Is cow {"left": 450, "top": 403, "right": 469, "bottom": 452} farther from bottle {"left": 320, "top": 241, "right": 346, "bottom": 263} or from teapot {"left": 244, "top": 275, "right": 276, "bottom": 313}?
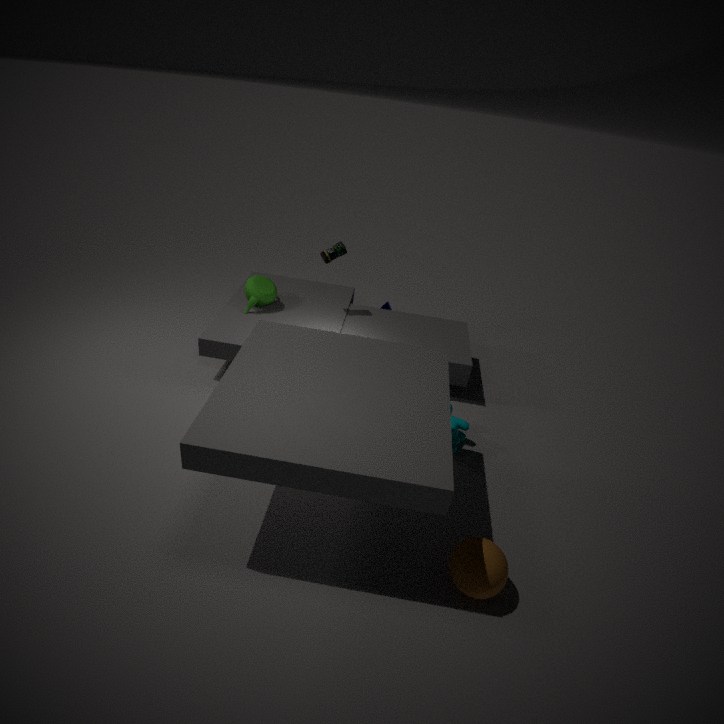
teapot {"left": 244, "top": 275, "right": 276, "bottom": 313}
